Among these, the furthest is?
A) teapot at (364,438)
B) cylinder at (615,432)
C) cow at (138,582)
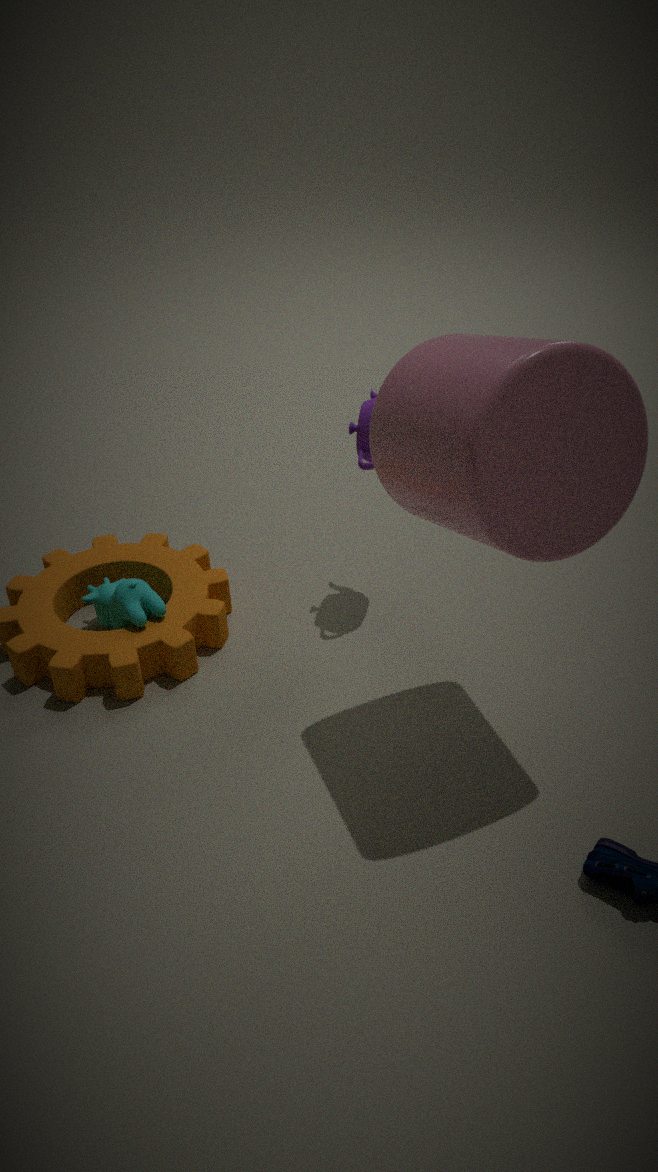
cow at (138,582)
